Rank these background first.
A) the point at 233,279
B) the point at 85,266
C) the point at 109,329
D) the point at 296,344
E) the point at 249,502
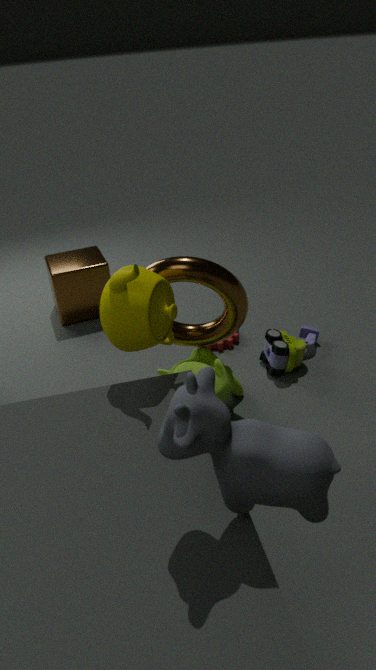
the point at 85,266 < the point at 296,344 < the point at 233,279 < the point at 109,329 < the point at 249,502
